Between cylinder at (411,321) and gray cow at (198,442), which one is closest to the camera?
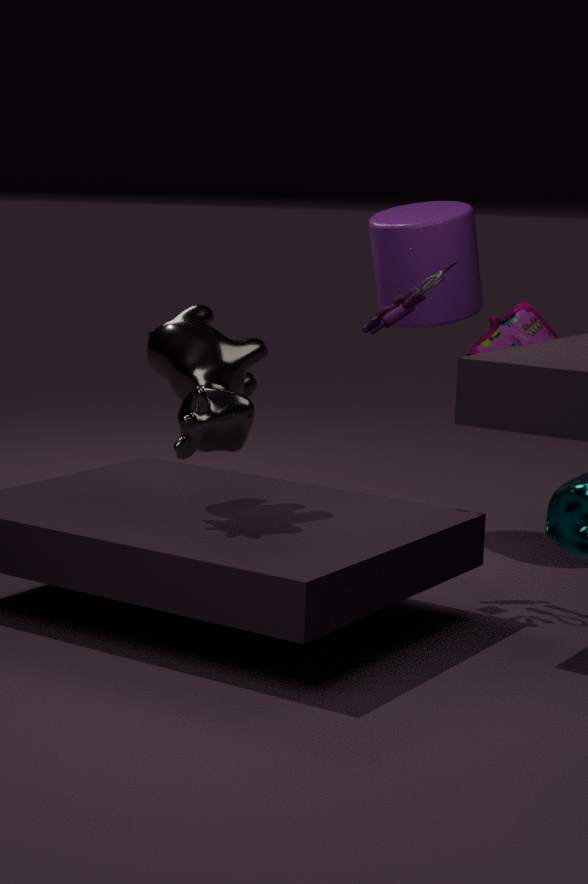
gray cow at (198,442)
